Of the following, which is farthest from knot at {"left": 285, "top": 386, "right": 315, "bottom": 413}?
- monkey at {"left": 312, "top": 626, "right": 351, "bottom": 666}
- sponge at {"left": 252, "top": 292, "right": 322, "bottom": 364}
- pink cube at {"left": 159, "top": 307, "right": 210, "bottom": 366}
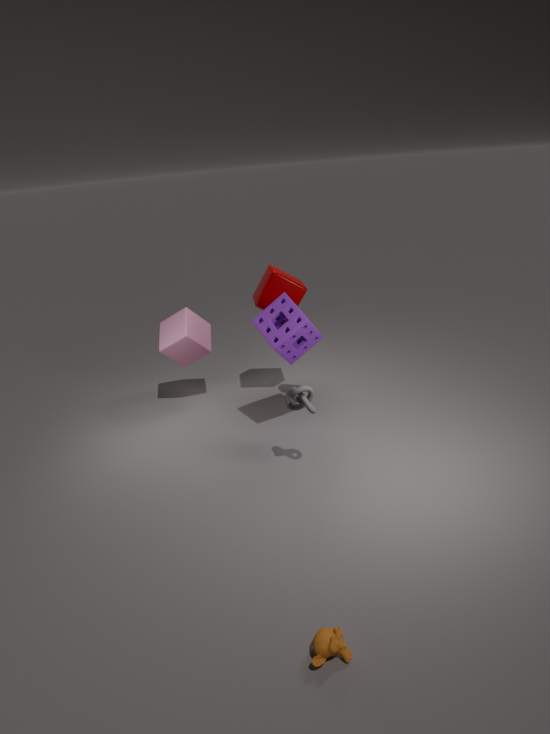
monkey at {"left": 312, "top": 626, "right": 351, "bottom": 666}
